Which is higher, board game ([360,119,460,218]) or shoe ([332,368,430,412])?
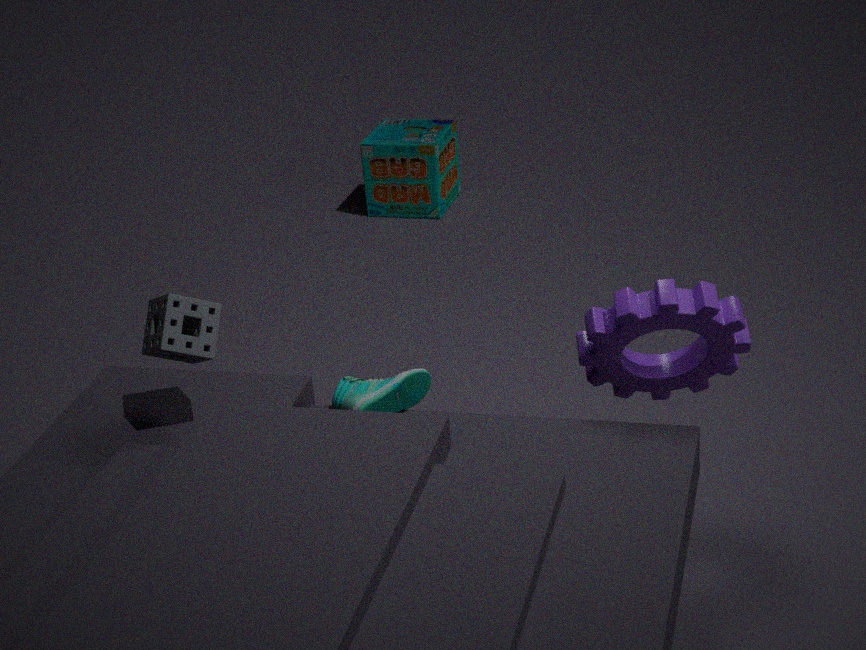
shoe ([332,368,430,412])
